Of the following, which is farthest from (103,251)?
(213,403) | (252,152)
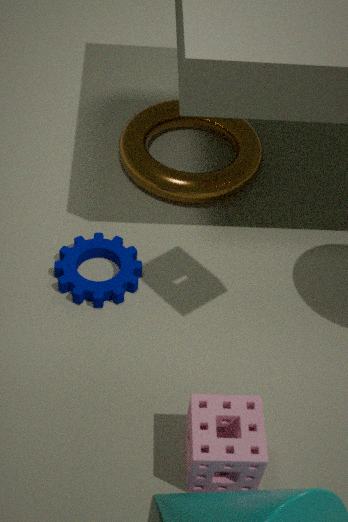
(213,403)
